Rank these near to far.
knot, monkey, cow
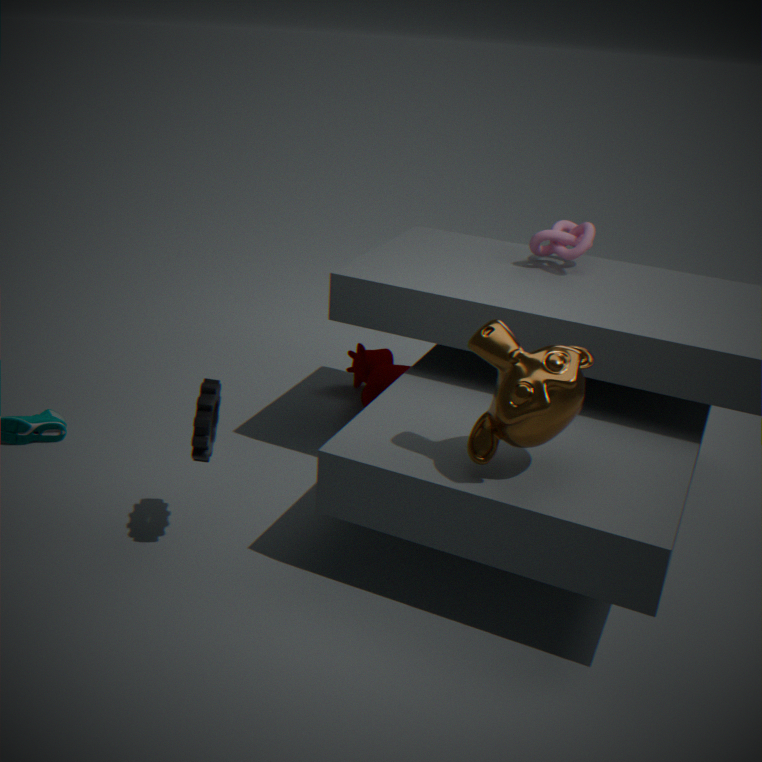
monkey, knot, cow
